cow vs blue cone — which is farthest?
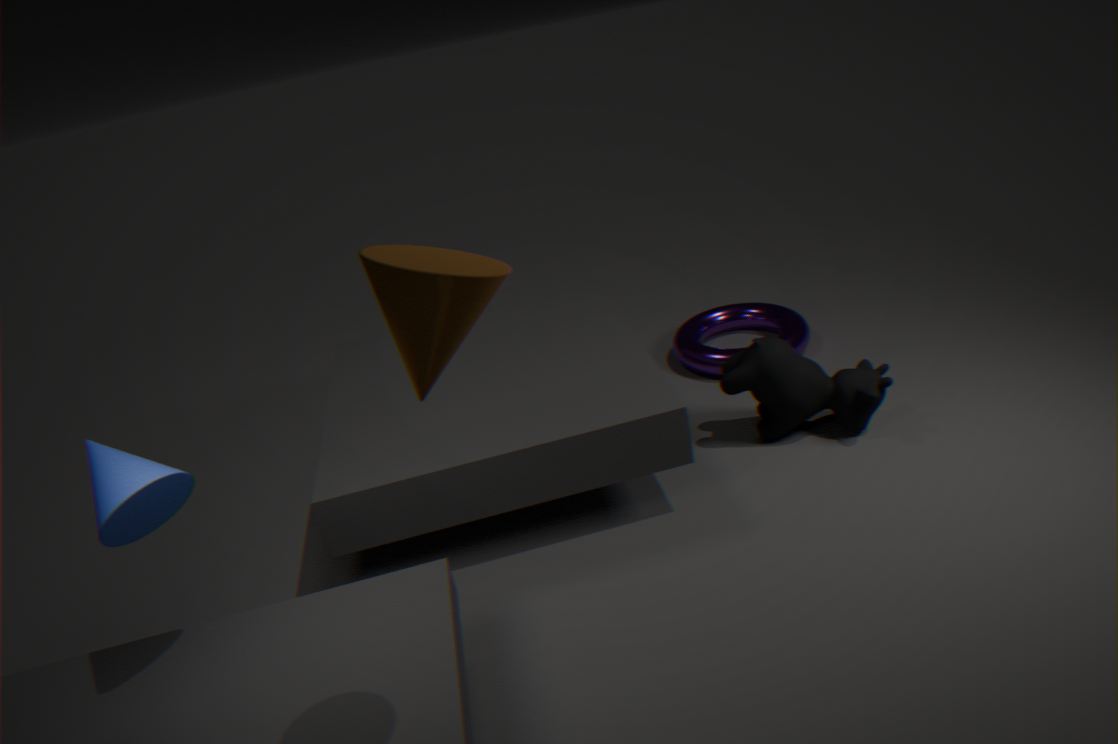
cow
